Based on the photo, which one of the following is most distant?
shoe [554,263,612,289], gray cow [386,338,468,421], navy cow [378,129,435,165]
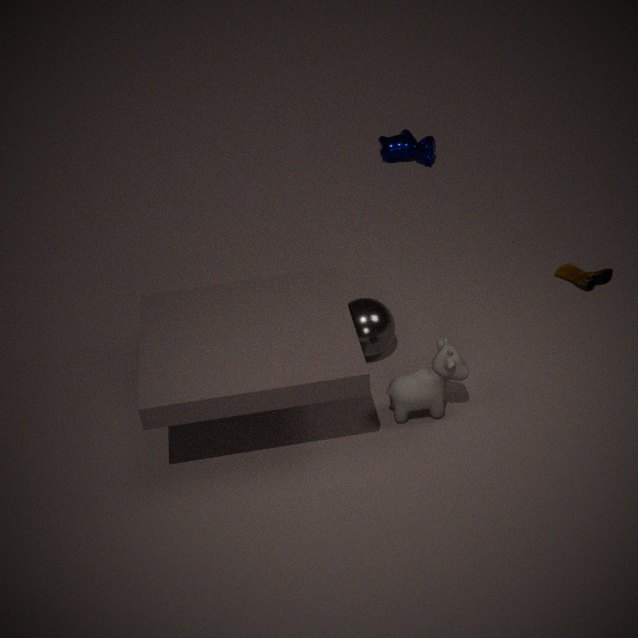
navy cow [378,129,435,165]
